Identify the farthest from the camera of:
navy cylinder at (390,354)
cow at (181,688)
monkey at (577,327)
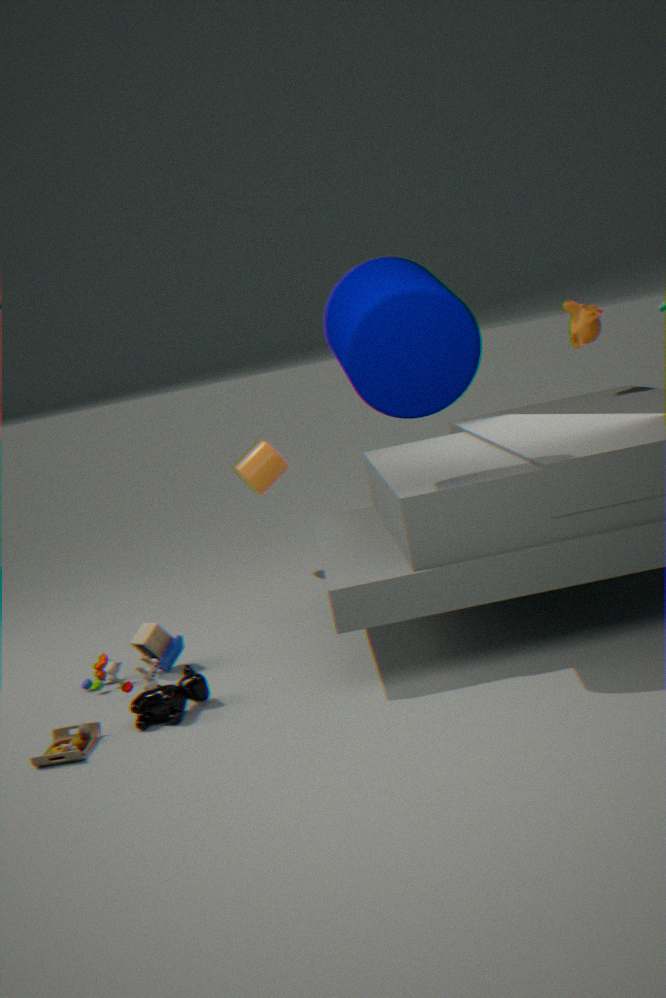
monkey at (577,327)
